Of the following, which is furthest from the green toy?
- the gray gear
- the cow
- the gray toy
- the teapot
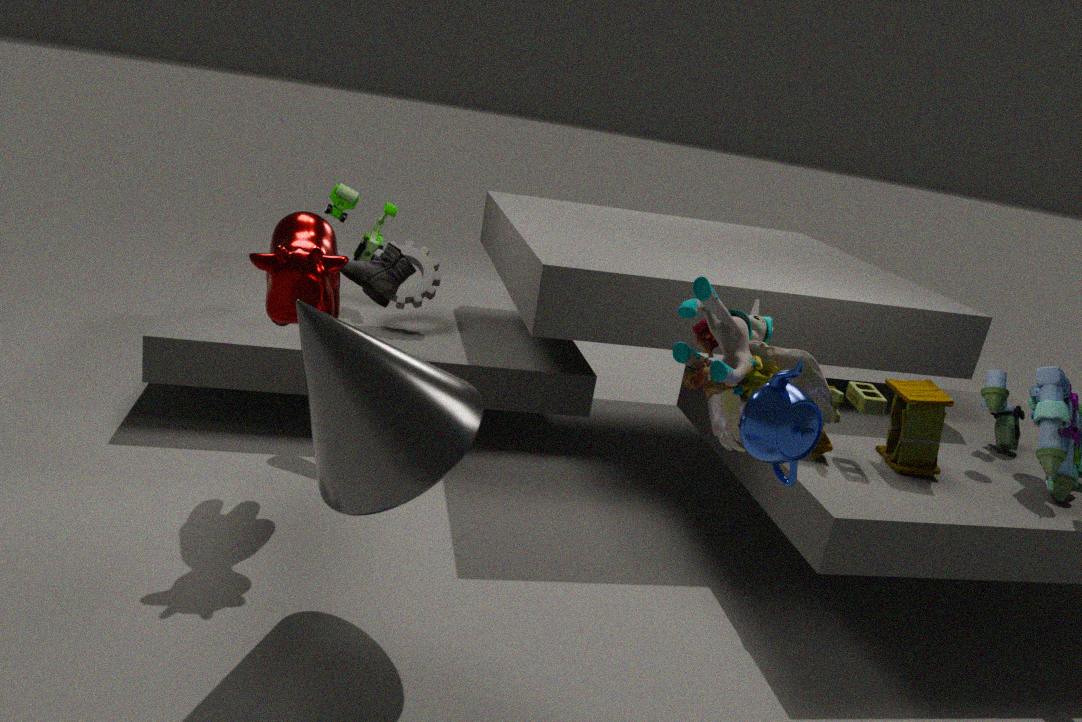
the teapot
